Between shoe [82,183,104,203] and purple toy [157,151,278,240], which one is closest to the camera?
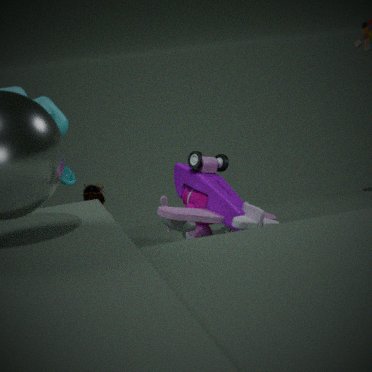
purple toy [157,151,278,240]
